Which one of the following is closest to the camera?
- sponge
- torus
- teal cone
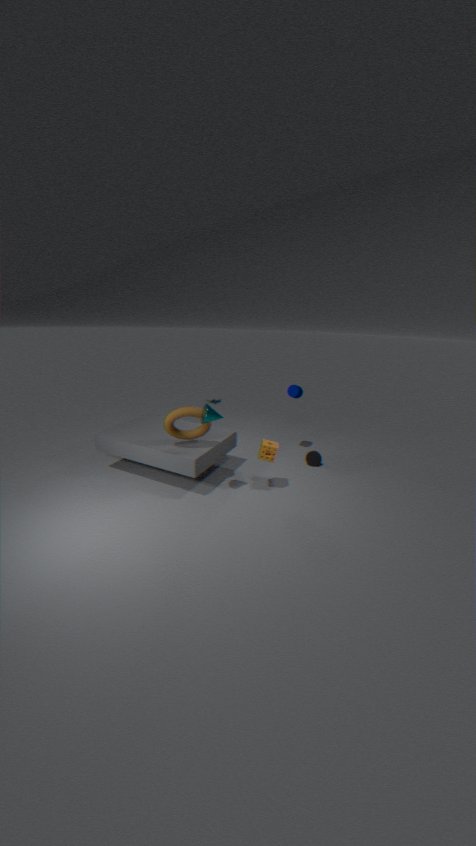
teal cone
